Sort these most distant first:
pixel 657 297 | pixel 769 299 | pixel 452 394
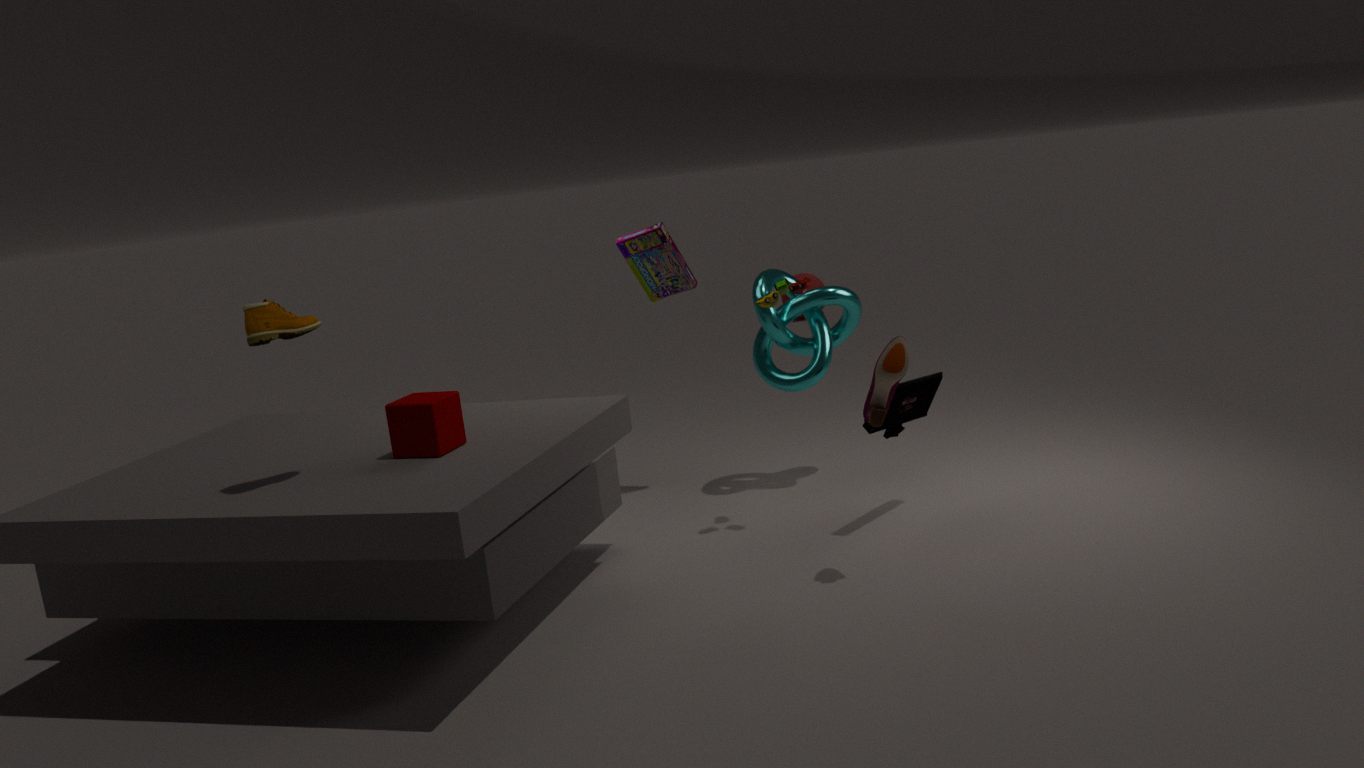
pixel 657 297 → pixel 769 299 → pixel 452 394
